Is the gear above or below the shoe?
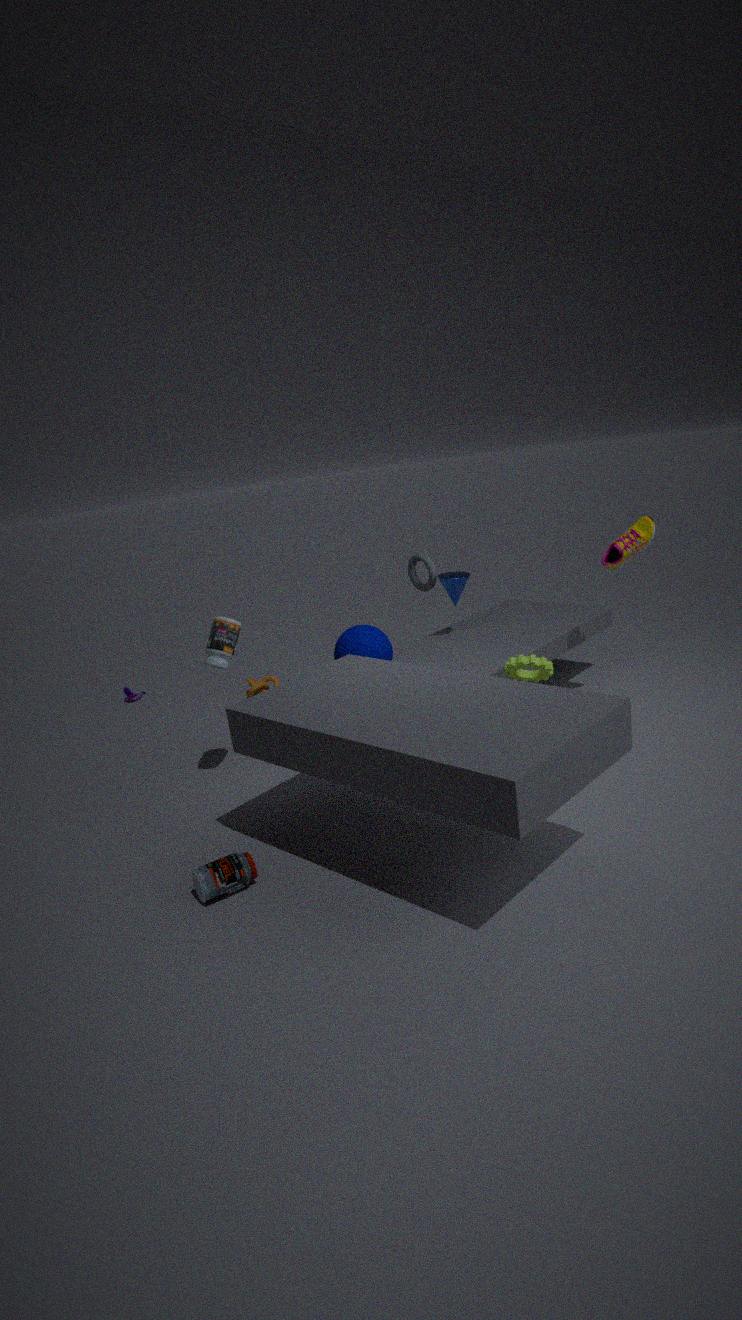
below
